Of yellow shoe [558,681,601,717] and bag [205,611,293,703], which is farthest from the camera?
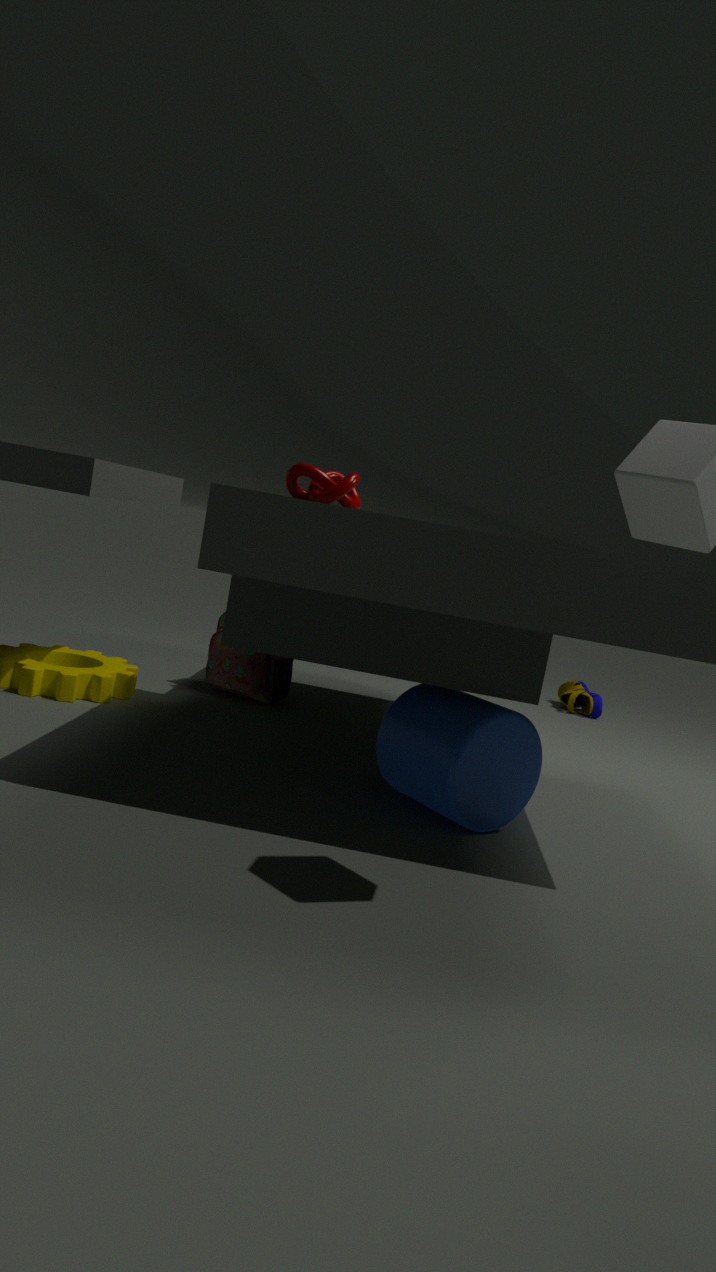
yellow shoe [558,681,601,717]
